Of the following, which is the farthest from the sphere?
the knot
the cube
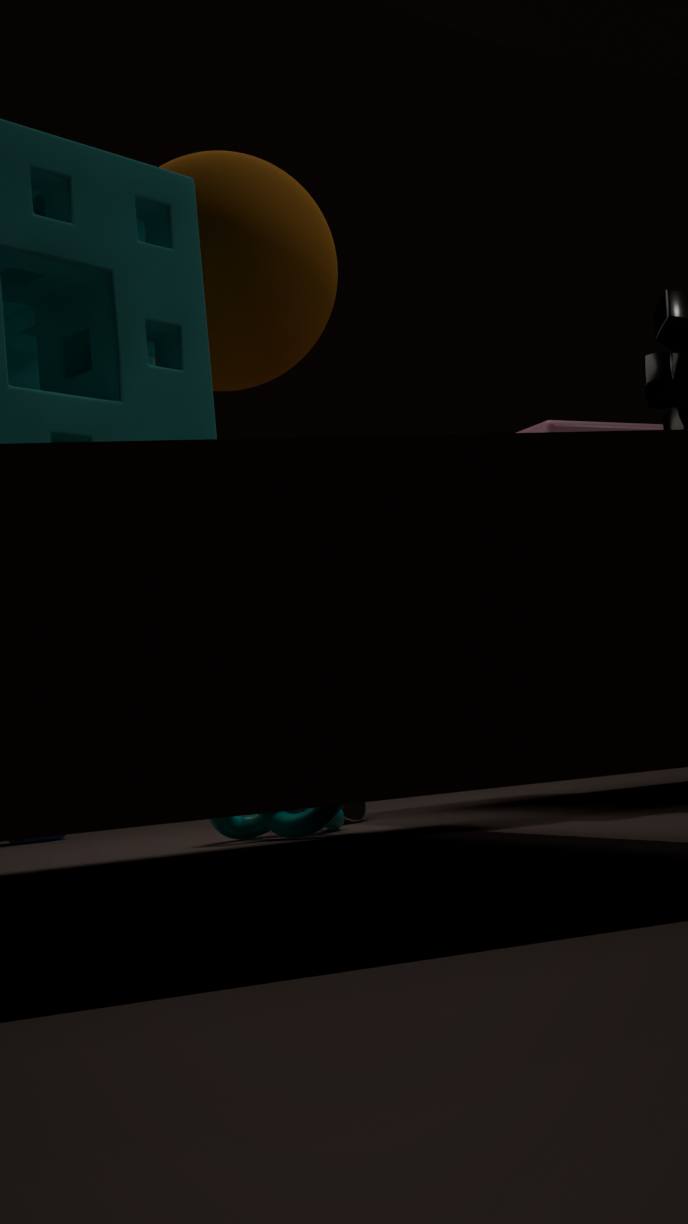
the cube
